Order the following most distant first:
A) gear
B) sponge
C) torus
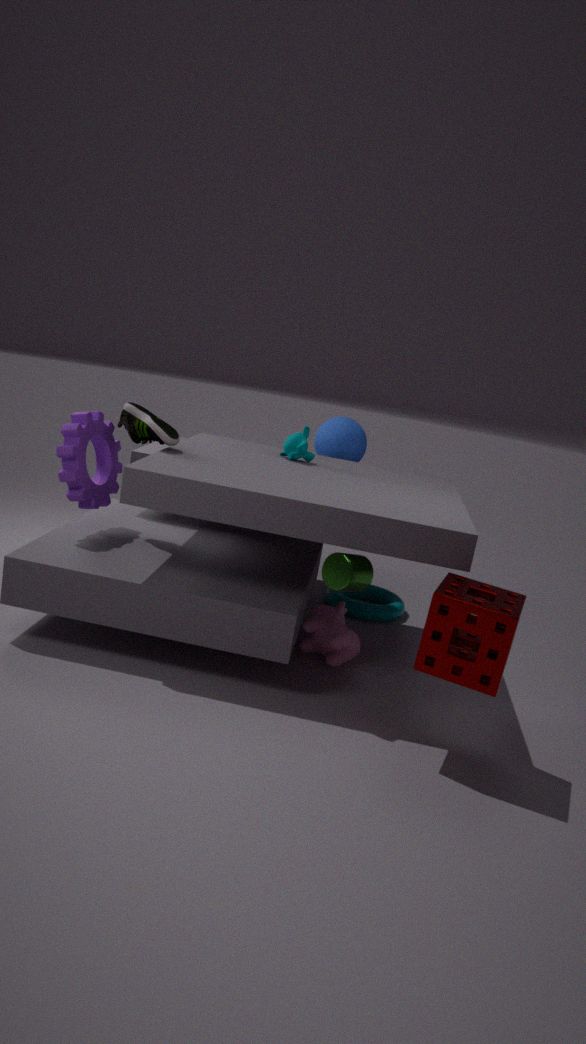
torus, gear, sponge
